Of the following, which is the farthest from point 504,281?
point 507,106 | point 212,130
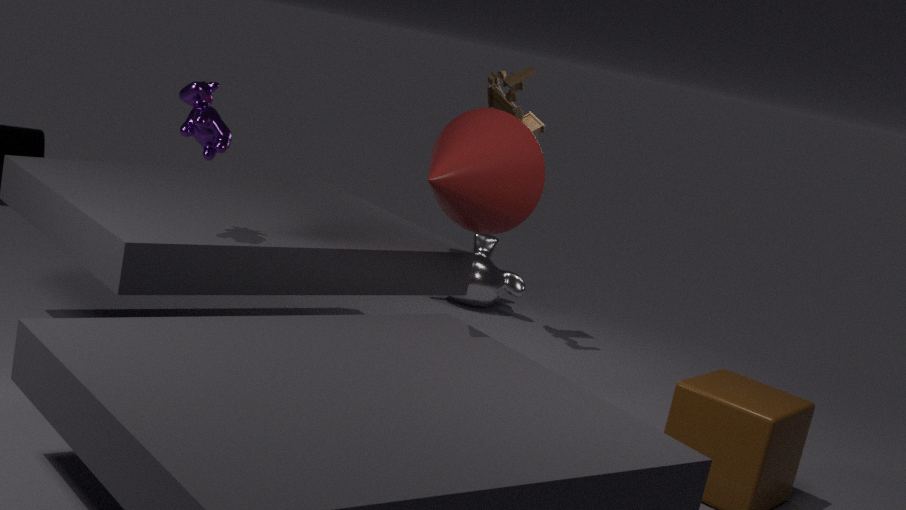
point 212,130
